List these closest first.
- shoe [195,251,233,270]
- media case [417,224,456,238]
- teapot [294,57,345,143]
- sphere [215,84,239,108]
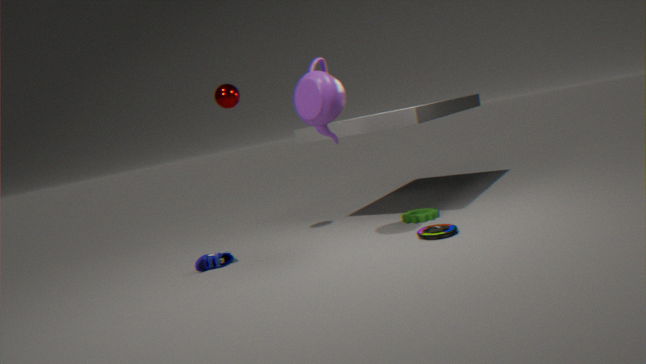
1. teapot [294,57,345,143]
2. media case [417,224,456,238]
3. shoe [195,251,233,270]
4. sphere [215,84,239,108]
